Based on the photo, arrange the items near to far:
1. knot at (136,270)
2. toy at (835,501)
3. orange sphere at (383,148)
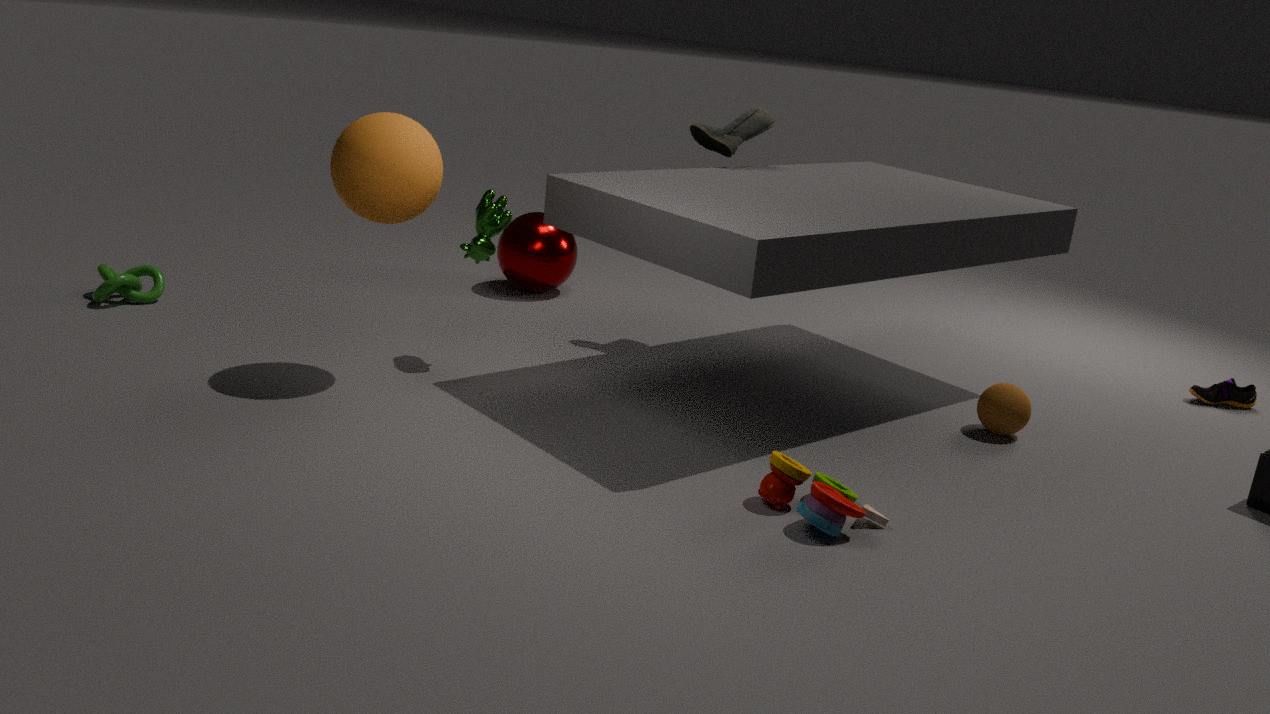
toy at (835,501)
orange sphere at (383,148)
knot at (136,270)
